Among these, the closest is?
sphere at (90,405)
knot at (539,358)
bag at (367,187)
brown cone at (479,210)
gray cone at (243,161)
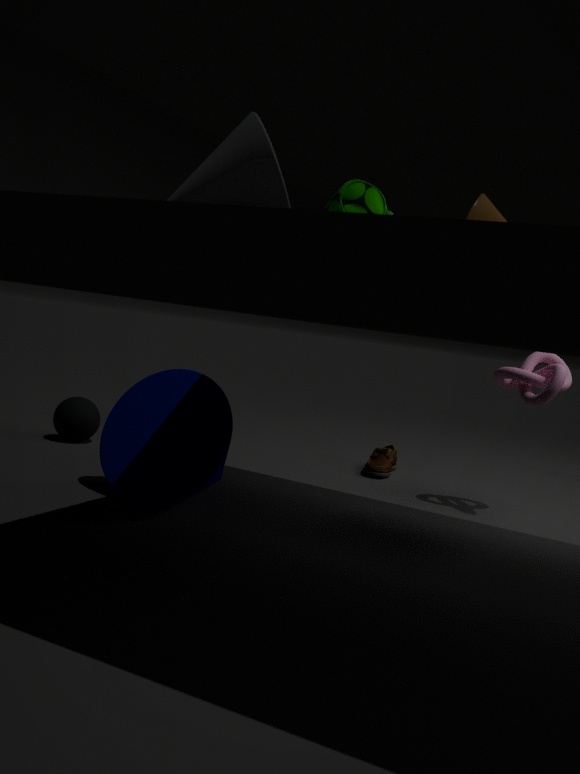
gray cone at (243,161)
